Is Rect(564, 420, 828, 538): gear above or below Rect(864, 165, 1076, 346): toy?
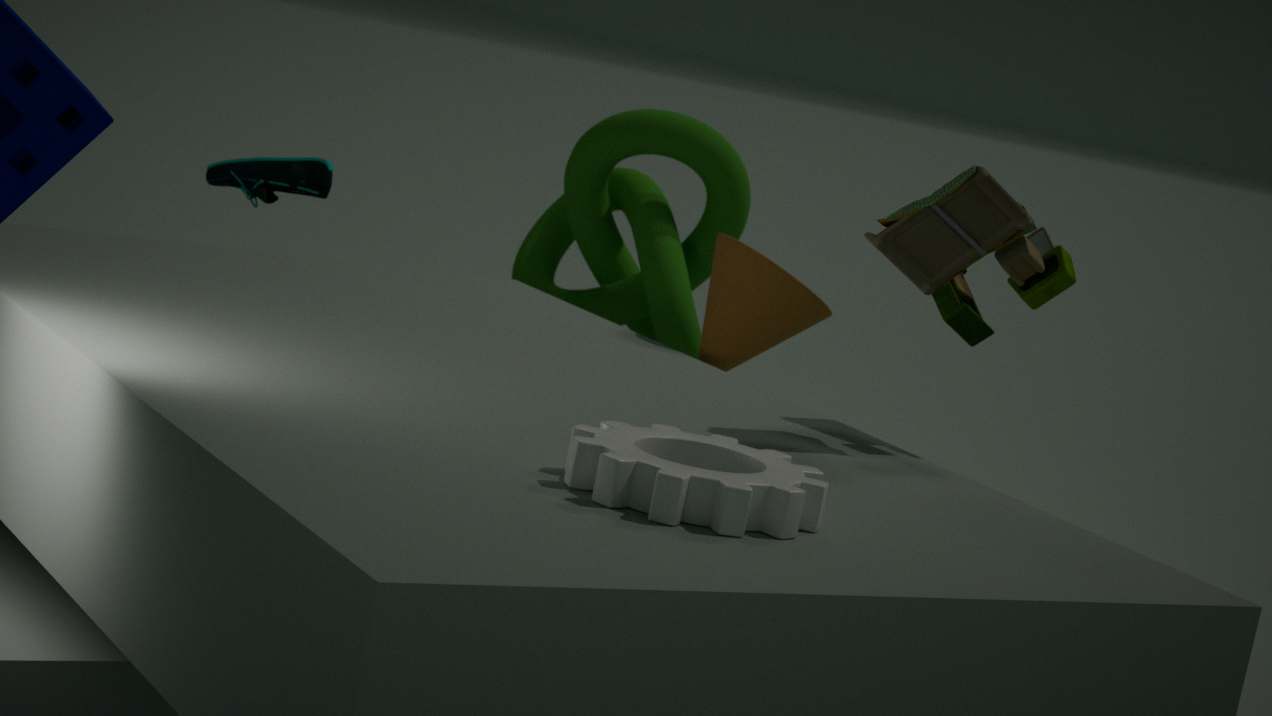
below
